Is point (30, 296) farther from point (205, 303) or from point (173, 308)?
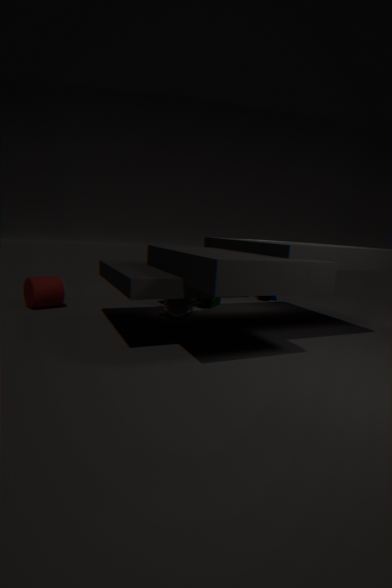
point (205, 303)
